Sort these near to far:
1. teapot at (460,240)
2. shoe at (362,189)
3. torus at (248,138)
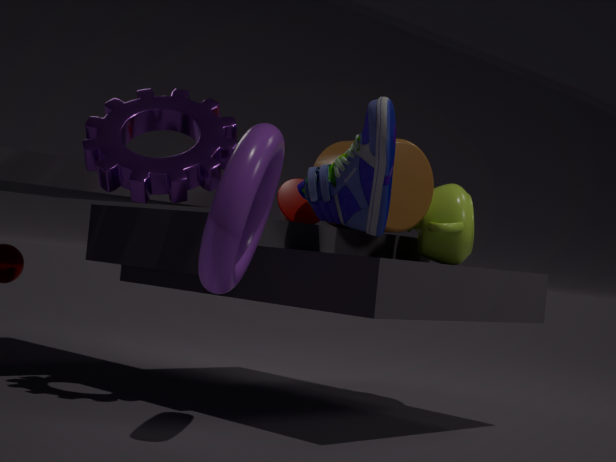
1. torus at (248,138)
2. shoe at (362,189)
3. teapot at (460,240)
